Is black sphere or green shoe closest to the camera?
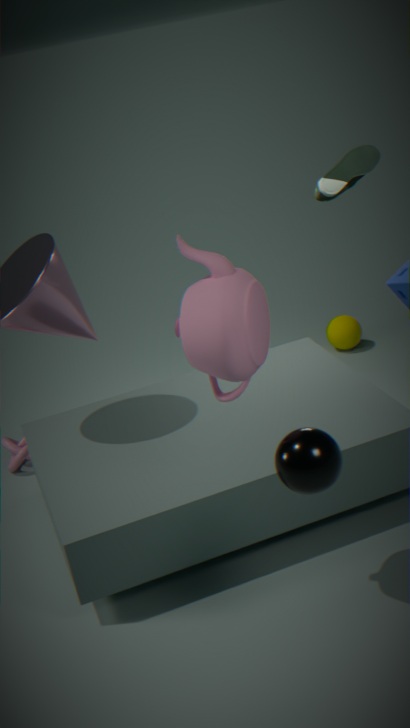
black sphere
